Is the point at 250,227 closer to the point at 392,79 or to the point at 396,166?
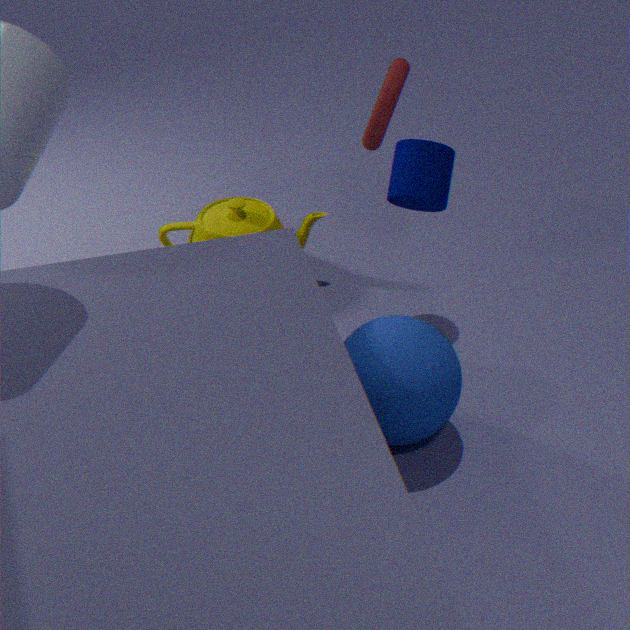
the point at 396,166
